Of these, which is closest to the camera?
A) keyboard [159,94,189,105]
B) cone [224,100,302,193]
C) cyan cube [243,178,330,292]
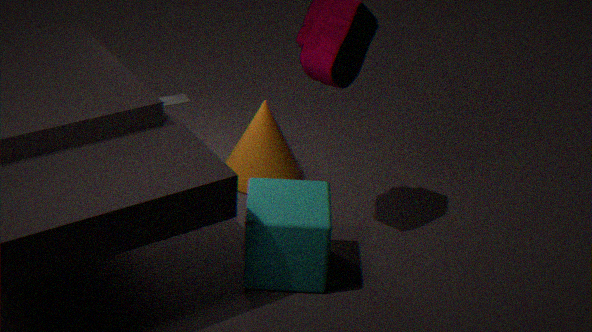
cyan cube [243,178,330,292]
